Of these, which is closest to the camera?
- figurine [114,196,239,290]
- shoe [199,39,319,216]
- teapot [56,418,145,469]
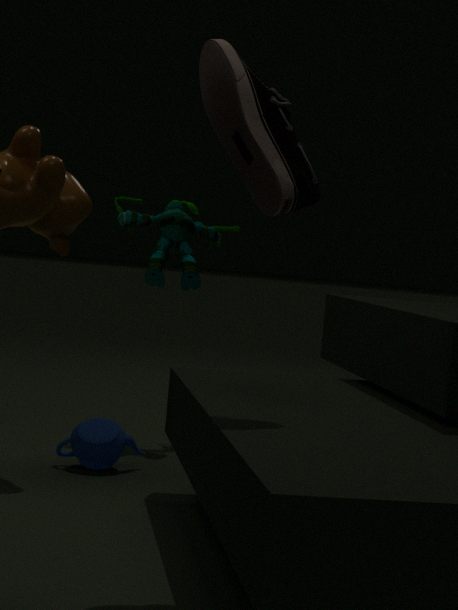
shoe [199,39,319,216]
